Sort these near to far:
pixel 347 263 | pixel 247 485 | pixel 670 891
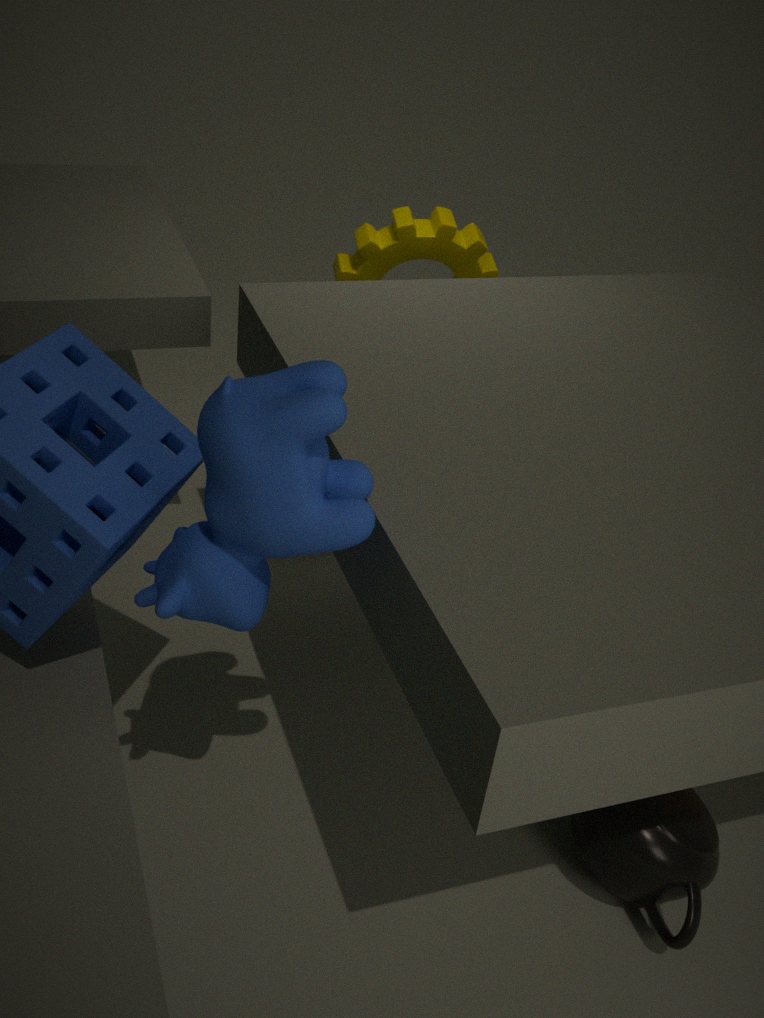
pixel 247 485 → pixel 670 891 → pixel 347 263
